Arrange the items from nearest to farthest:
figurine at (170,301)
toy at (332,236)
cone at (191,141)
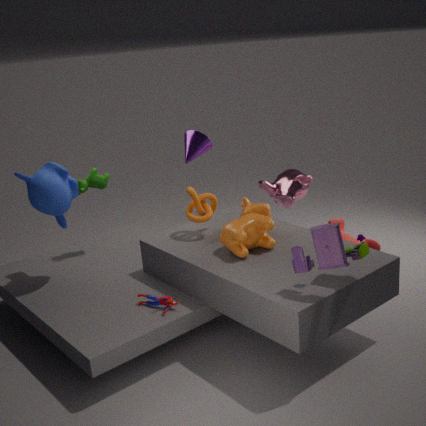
toy at (332,236)
figurine at (170,301)
cone at (191,141)
